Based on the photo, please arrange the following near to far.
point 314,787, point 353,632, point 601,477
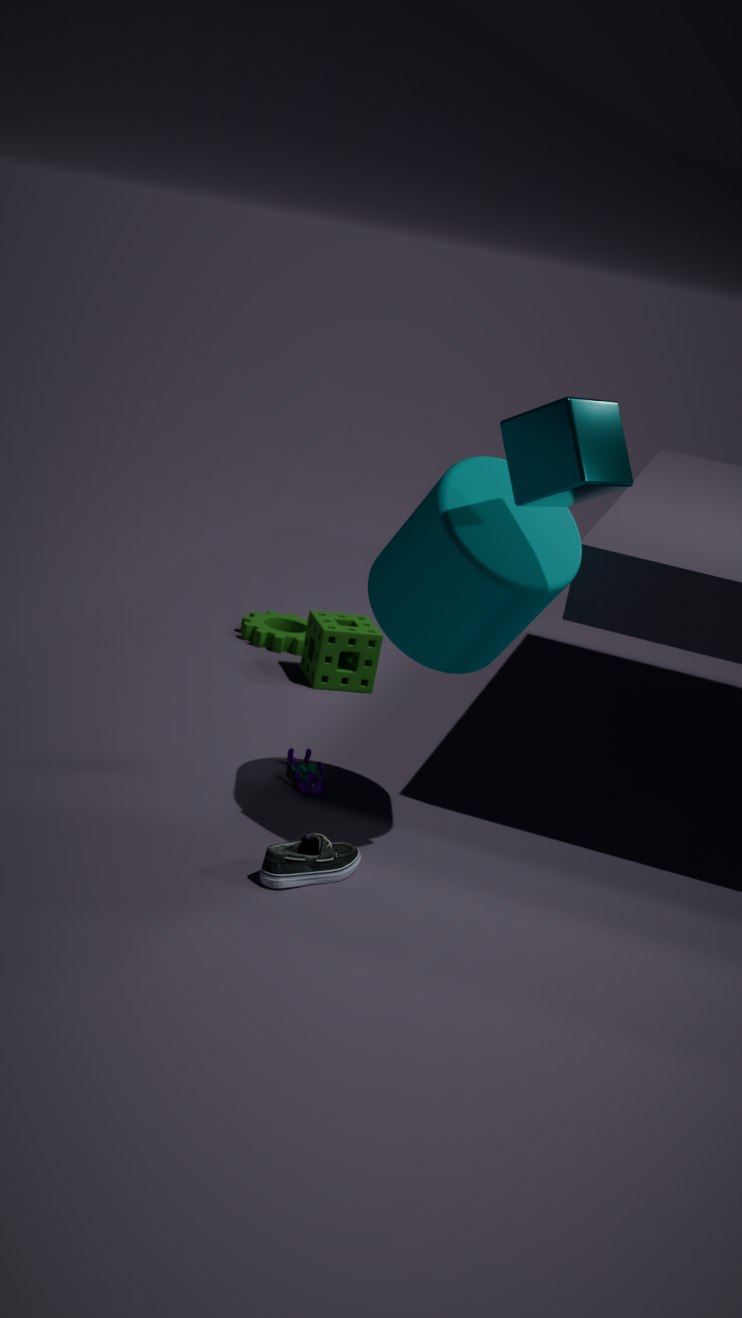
point 601,477 → point 314,787 → point 353,632
